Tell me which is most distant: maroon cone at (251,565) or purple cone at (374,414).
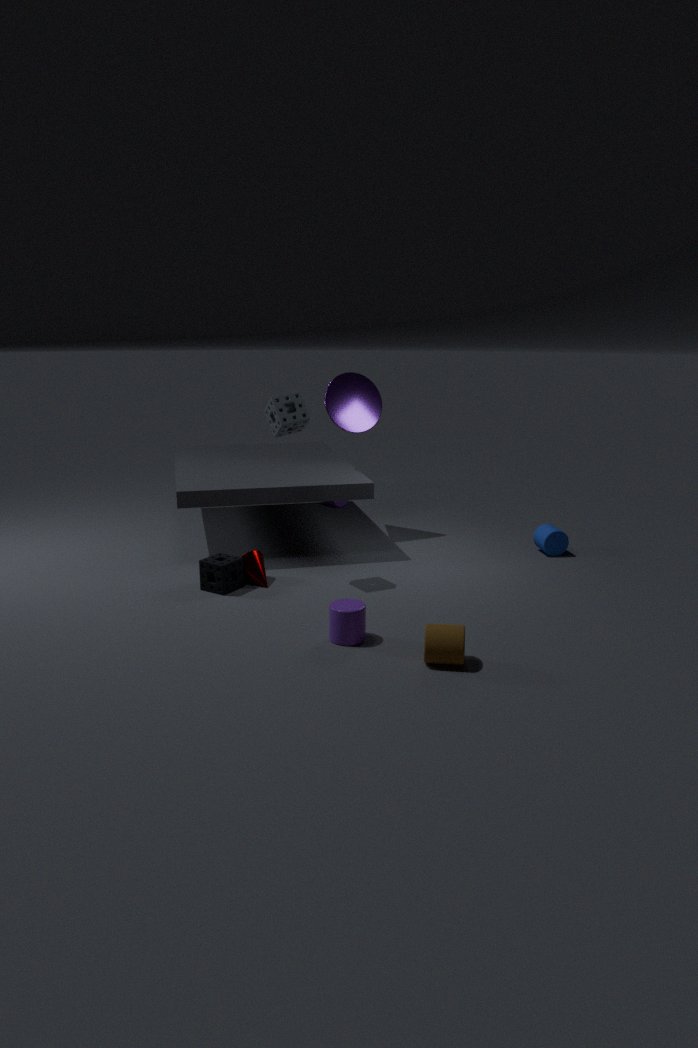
purple cone at (374,414)
